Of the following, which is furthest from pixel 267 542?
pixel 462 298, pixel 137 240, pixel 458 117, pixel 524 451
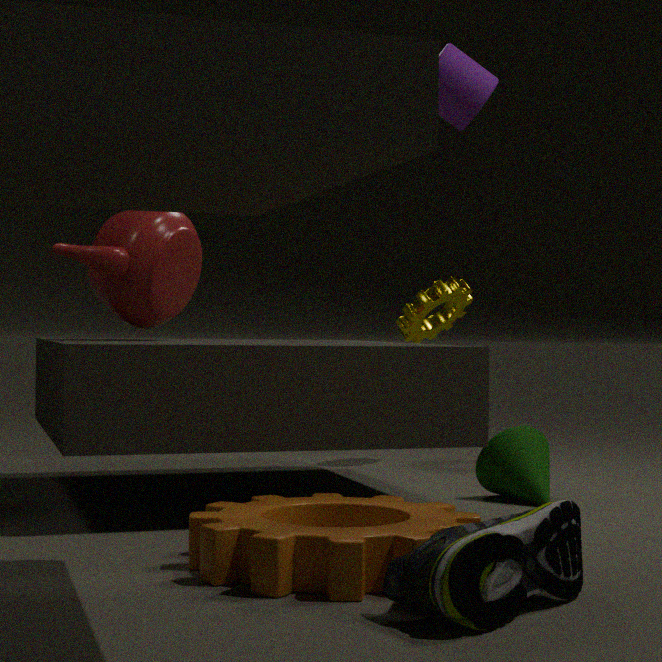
pixel 462 298
